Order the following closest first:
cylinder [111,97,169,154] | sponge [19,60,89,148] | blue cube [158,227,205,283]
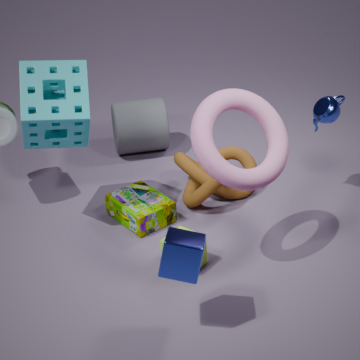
blue cube [158,227,205,283] → sponge [19,60,89,148] → cylinder [111,97,169,154]
